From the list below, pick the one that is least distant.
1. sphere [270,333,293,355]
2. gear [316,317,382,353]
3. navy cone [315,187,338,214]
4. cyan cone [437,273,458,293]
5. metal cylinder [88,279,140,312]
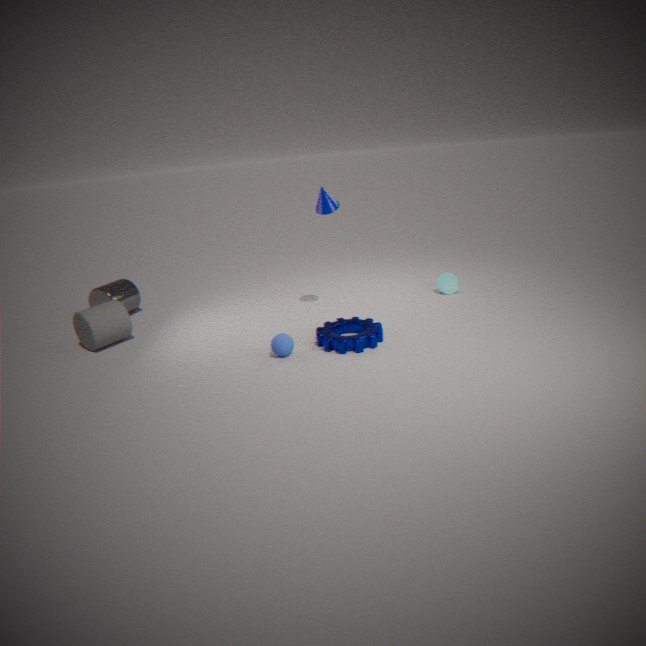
sphere [270,333,293,355]
